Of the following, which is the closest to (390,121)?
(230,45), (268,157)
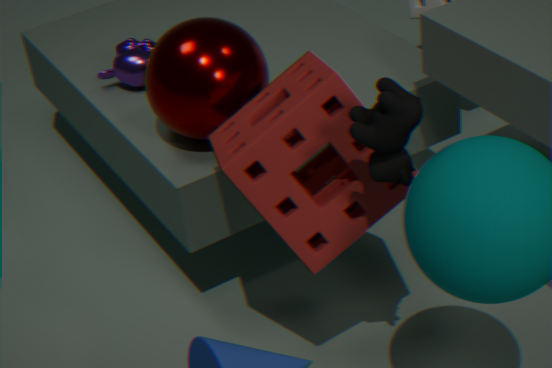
(268,157)
